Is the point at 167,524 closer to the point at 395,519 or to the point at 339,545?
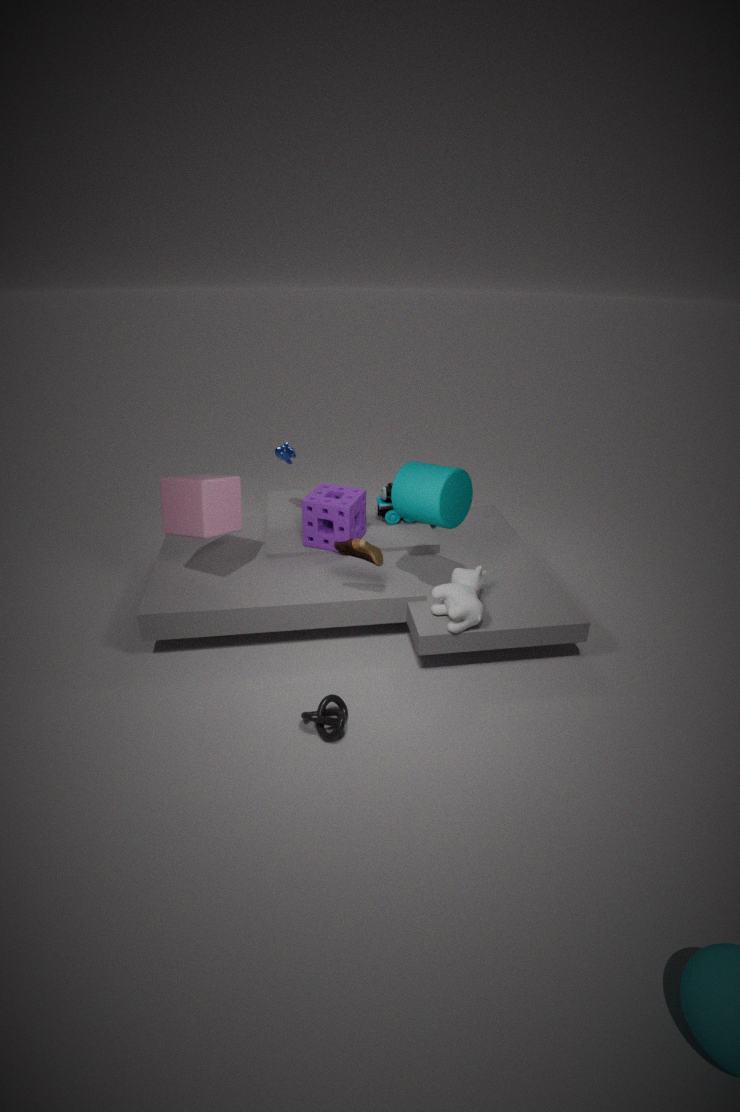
the point at 339,545
